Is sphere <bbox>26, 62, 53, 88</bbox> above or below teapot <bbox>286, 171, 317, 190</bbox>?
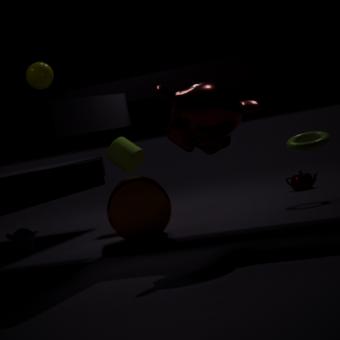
above
